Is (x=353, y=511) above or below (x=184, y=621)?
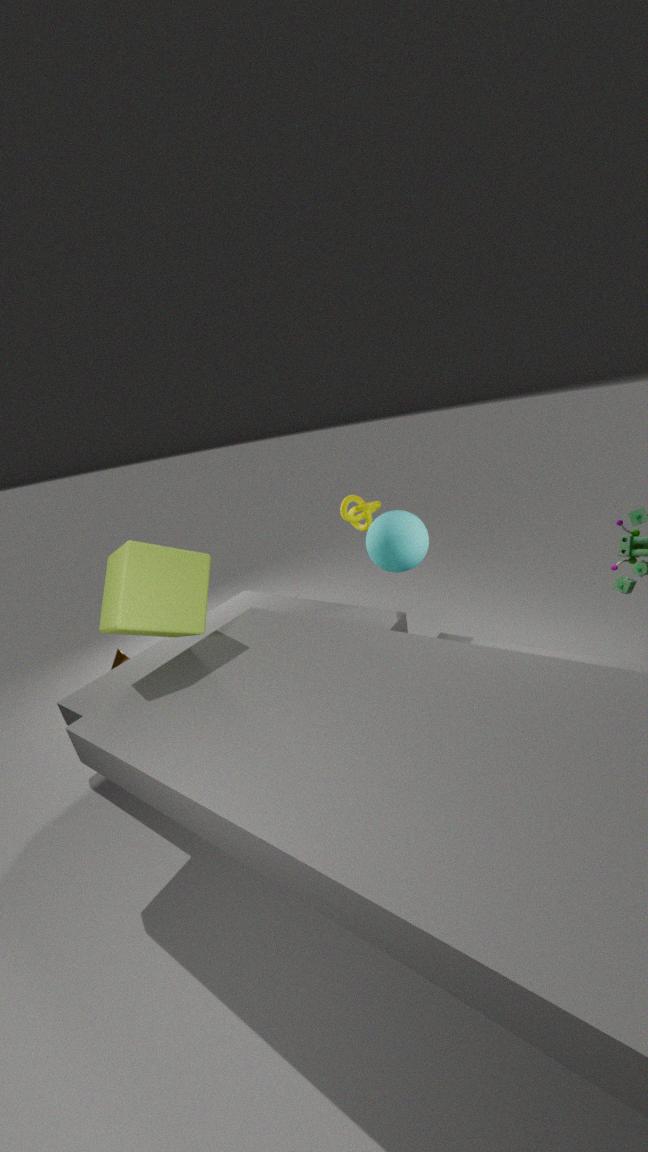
below
